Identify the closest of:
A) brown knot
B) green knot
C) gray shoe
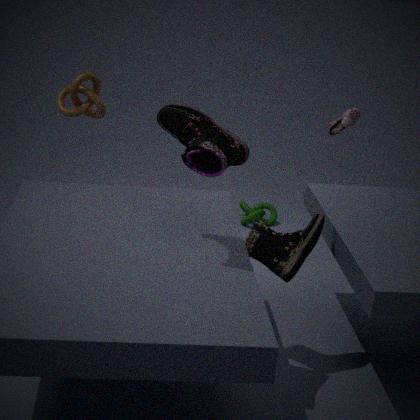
brown knot
